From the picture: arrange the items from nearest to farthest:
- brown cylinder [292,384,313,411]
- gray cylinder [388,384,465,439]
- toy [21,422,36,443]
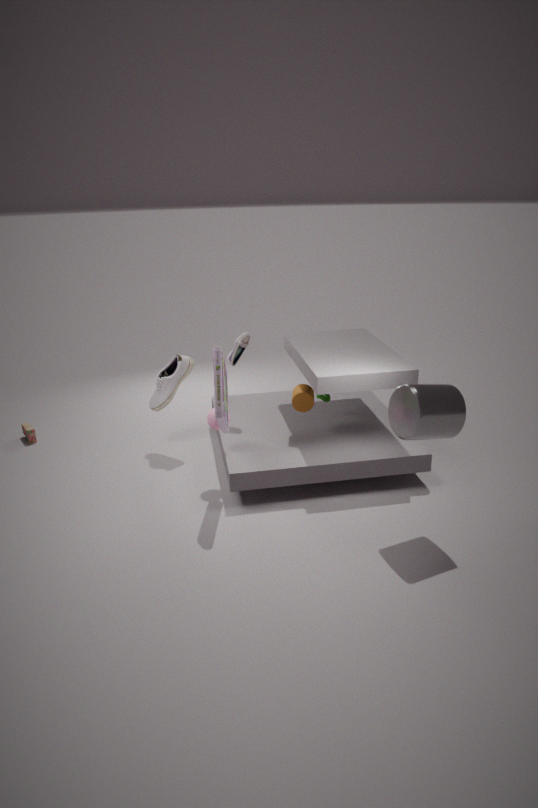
gray cylinder [388,384,465,439] → brown cylinder [292,384,313,411] → toy [21,422,36,443]
